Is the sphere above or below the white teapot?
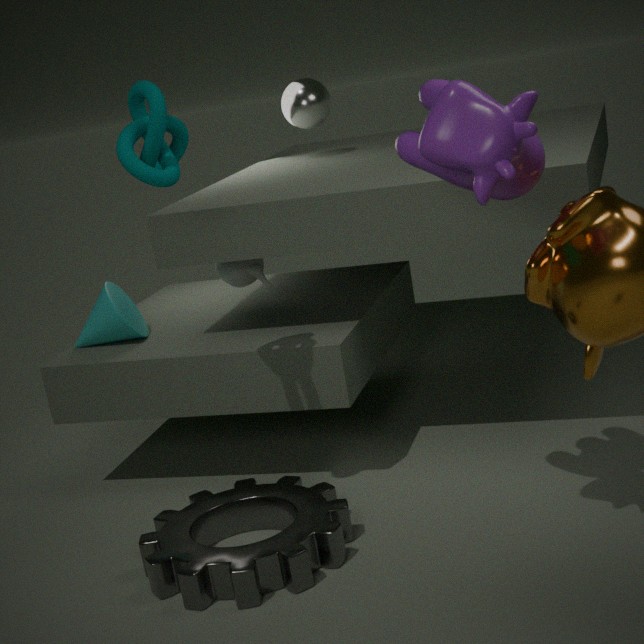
above
